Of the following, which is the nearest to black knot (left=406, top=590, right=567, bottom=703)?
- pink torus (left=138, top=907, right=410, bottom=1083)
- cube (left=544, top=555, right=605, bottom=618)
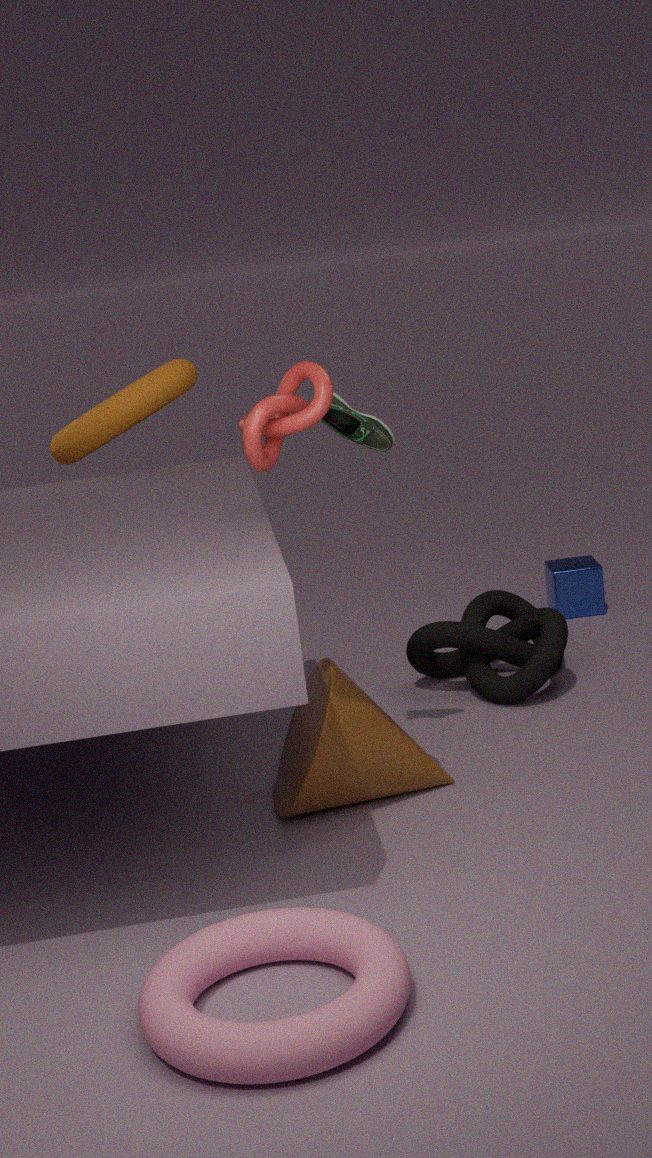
cube (left=544, top=555, right=605, bottom=618)
